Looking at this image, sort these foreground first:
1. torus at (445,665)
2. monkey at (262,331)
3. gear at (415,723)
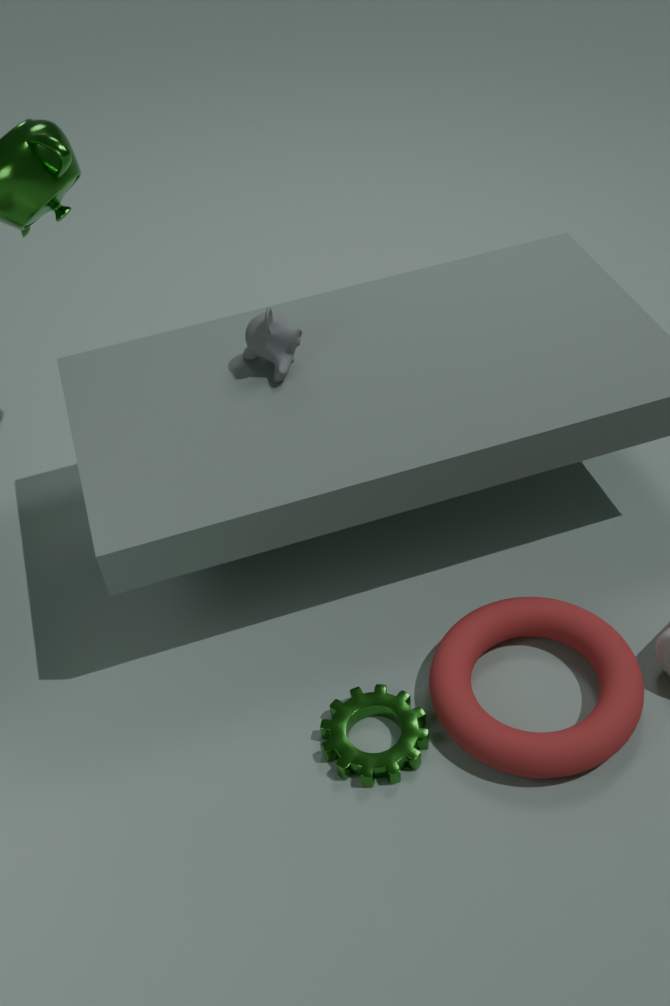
torus at (445,665) < gear at (415,723) < monkey at (262,331)
